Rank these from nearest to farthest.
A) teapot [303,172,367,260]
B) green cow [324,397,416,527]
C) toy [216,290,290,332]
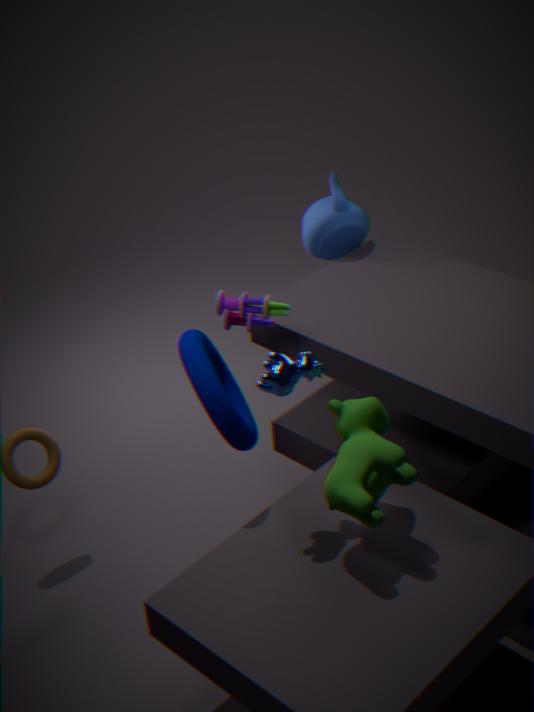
green cow [324,397,416,527]
toy [216,290,290,332]
teapot [303,172,367,260]
